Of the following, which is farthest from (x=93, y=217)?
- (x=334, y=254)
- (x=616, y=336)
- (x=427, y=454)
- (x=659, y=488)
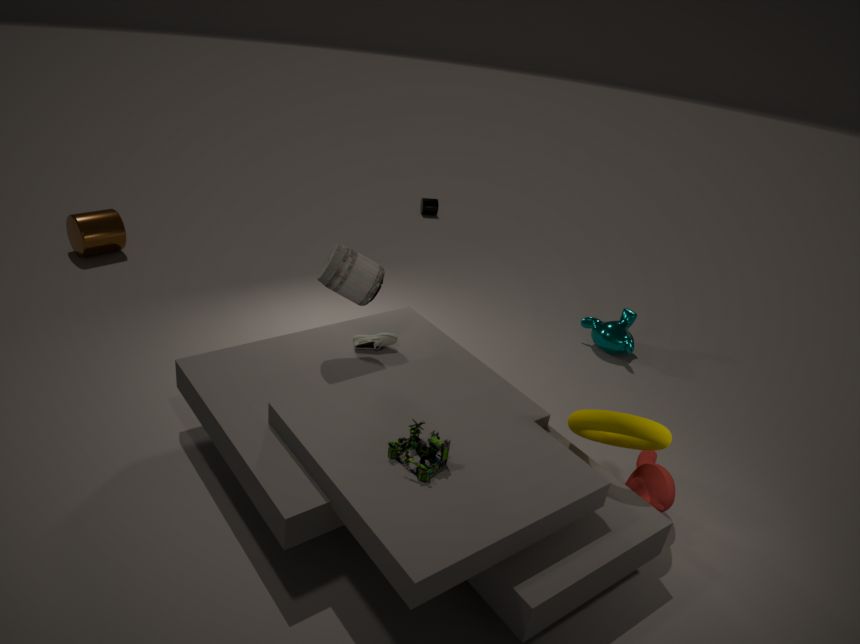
(x=659, y=488)
